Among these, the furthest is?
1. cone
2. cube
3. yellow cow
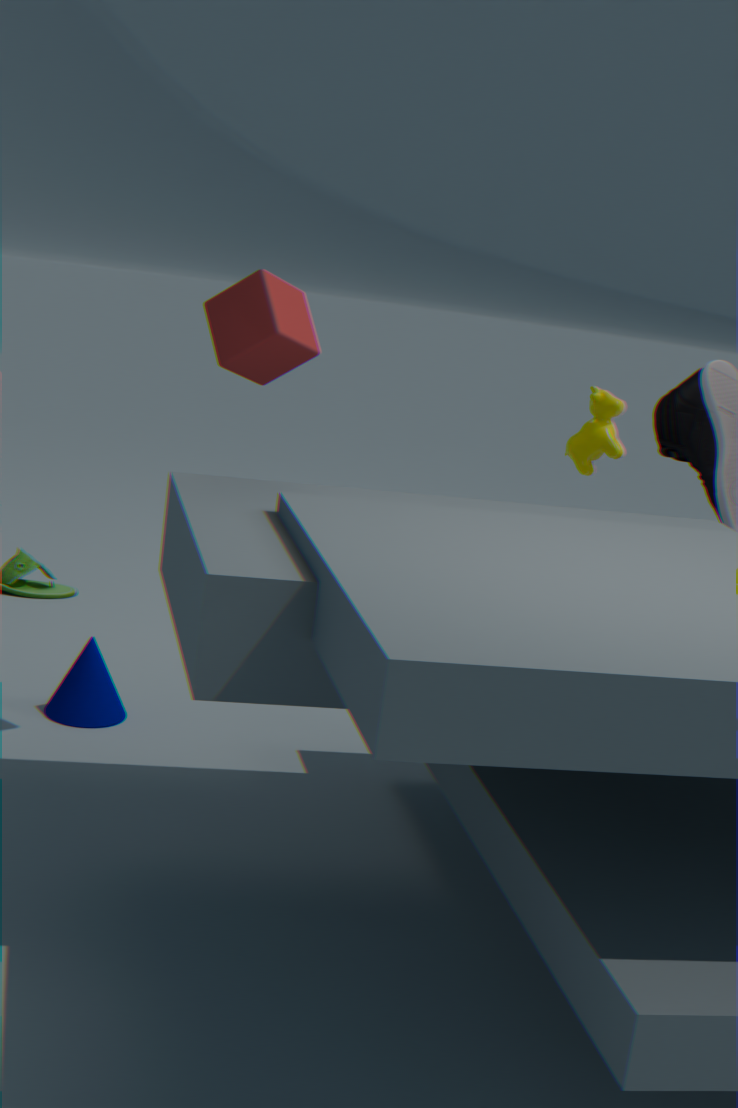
yellow cow
